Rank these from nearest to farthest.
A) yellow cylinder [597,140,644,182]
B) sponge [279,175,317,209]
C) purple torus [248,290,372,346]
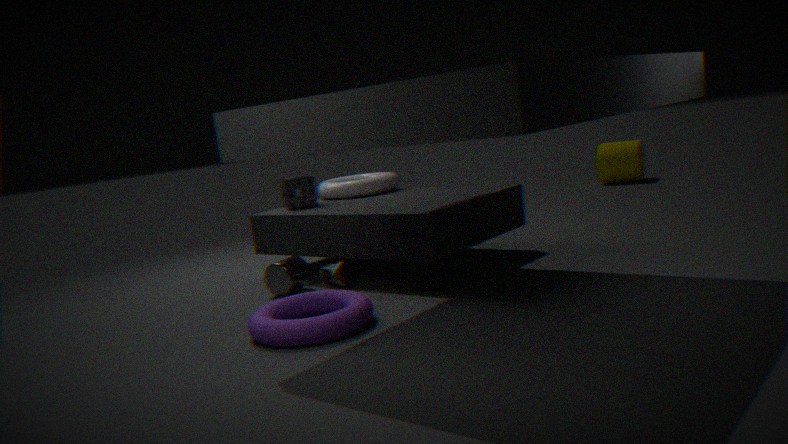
purple torus [248,290,372,346] < sponge [279,175,317,209] < yellow cylinder [597,140,644,182]
